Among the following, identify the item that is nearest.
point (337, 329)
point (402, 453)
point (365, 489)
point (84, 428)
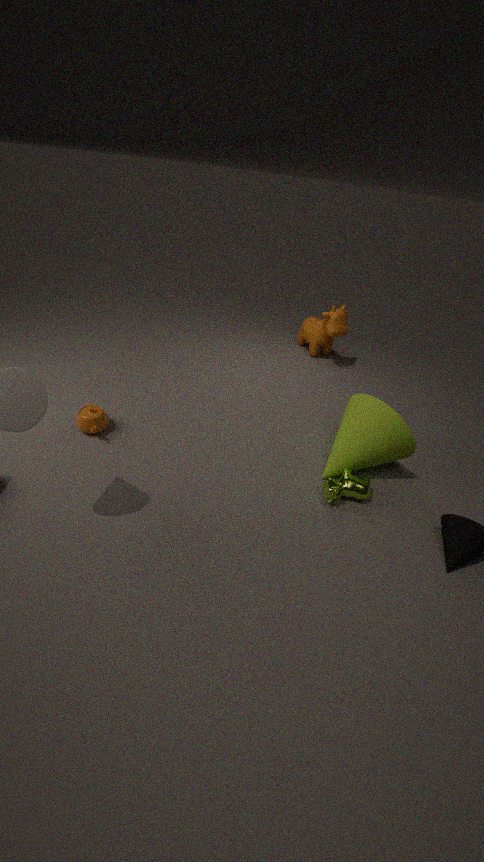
point (365, 489)
